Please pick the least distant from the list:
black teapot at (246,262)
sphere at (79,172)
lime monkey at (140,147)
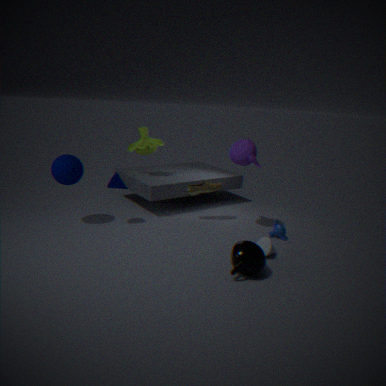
black teapot at (246,262)
